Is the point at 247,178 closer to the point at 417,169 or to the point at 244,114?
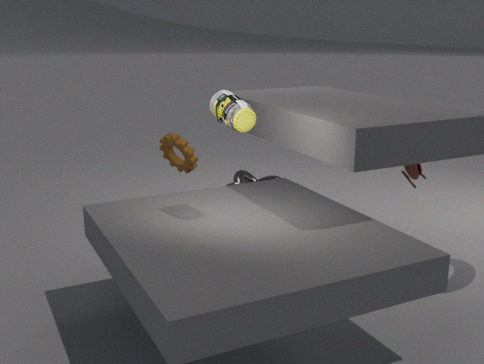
the point at 417,169
